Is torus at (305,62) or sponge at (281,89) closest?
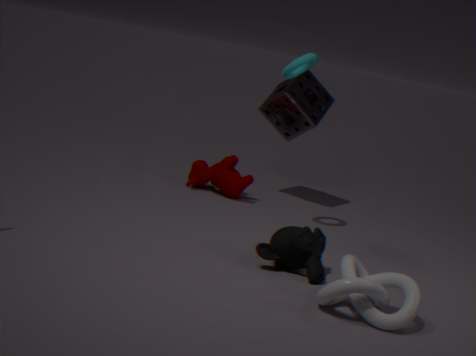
torus at (305,62)
